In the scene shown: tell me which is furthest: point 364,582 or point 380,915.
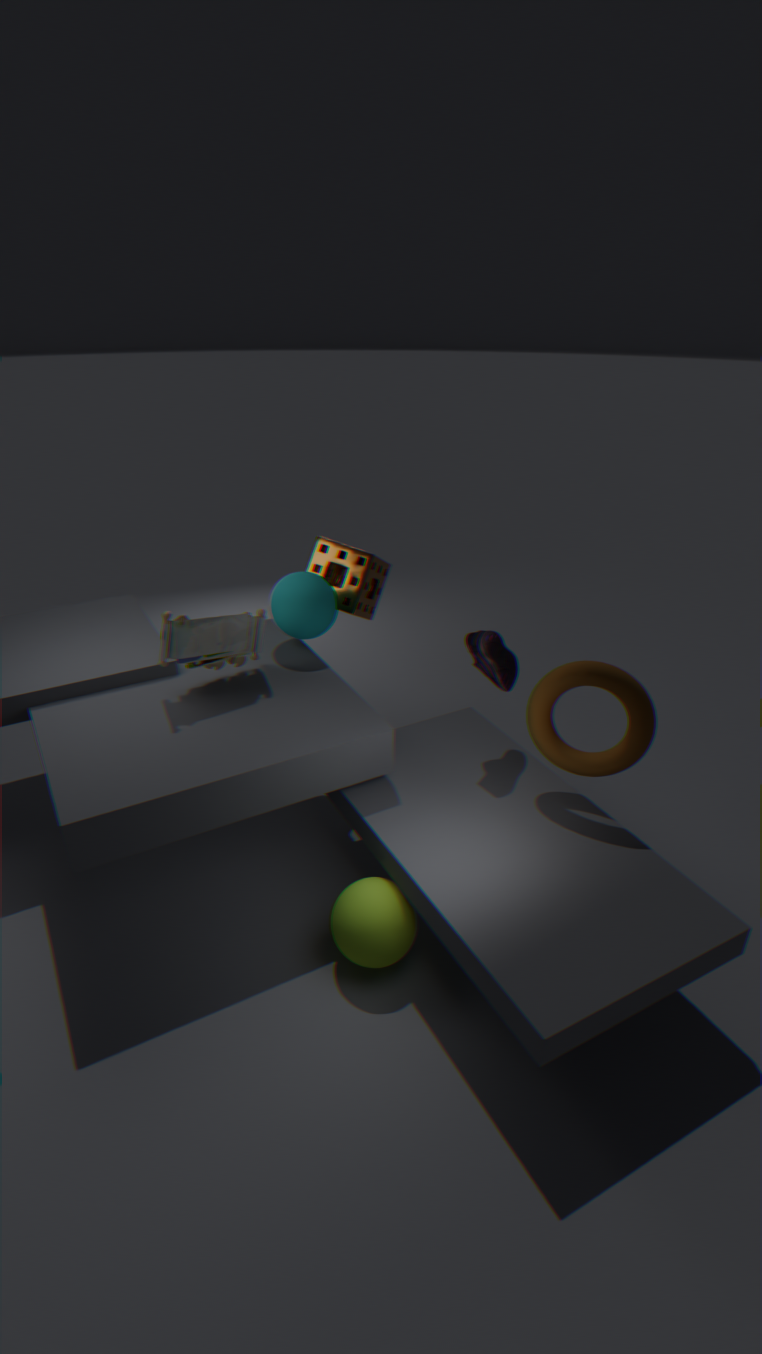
point 364,582
